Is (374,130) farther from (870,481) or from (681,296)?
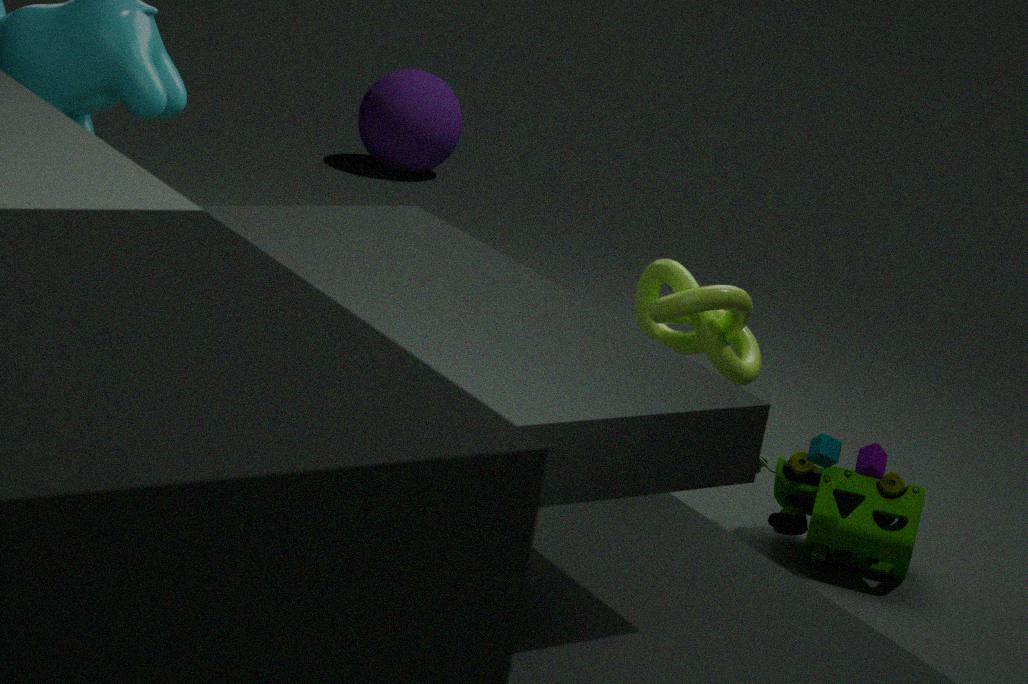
(681,296)
